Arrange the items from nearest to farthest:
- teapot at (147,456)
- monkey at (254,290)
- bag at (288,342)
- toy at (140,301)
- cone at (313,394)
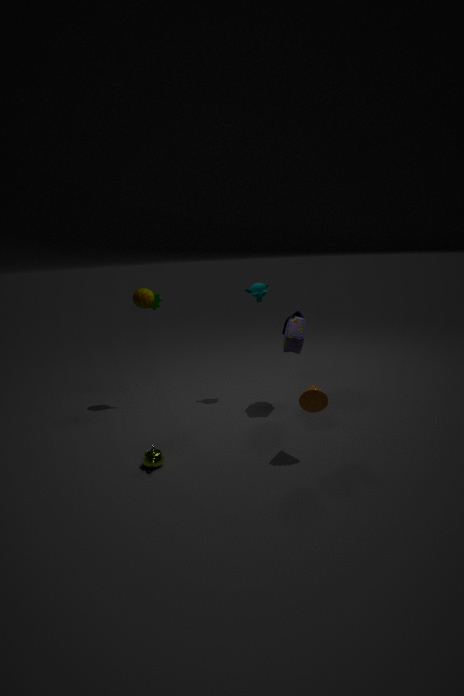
cone at (313,394), teapot at (147,456), bag at (288,342), toy at (140,301), monkey at (254,290)
